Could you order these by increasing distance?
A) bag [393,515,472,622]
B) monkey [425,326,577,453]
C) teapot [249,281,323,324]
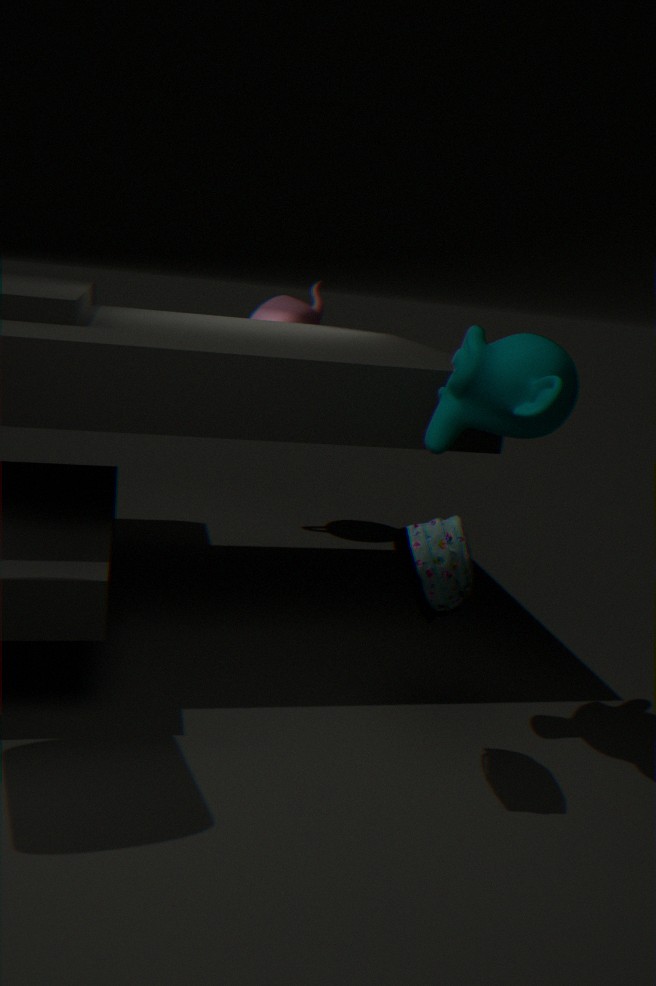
A. bag [393,515,472,622]
B. monkey [425,326,577,453]
C. teapot [249,281,323,324]
